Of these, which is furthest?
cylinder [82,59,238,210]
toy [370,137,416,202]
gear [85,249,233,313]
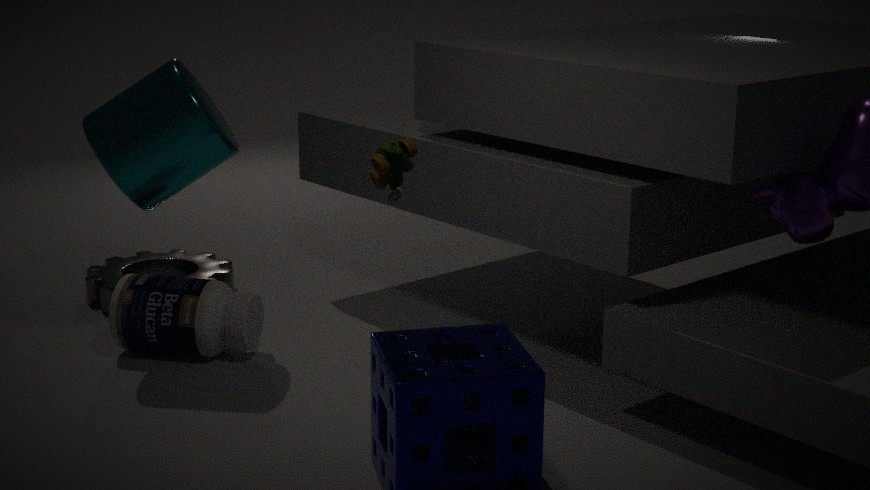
gear [85,249,233,313]
